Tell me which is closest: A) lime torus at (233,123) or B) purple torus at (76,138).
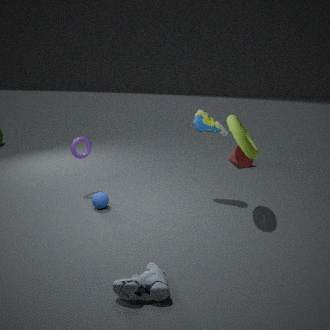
A. lime torus at (233,123)
